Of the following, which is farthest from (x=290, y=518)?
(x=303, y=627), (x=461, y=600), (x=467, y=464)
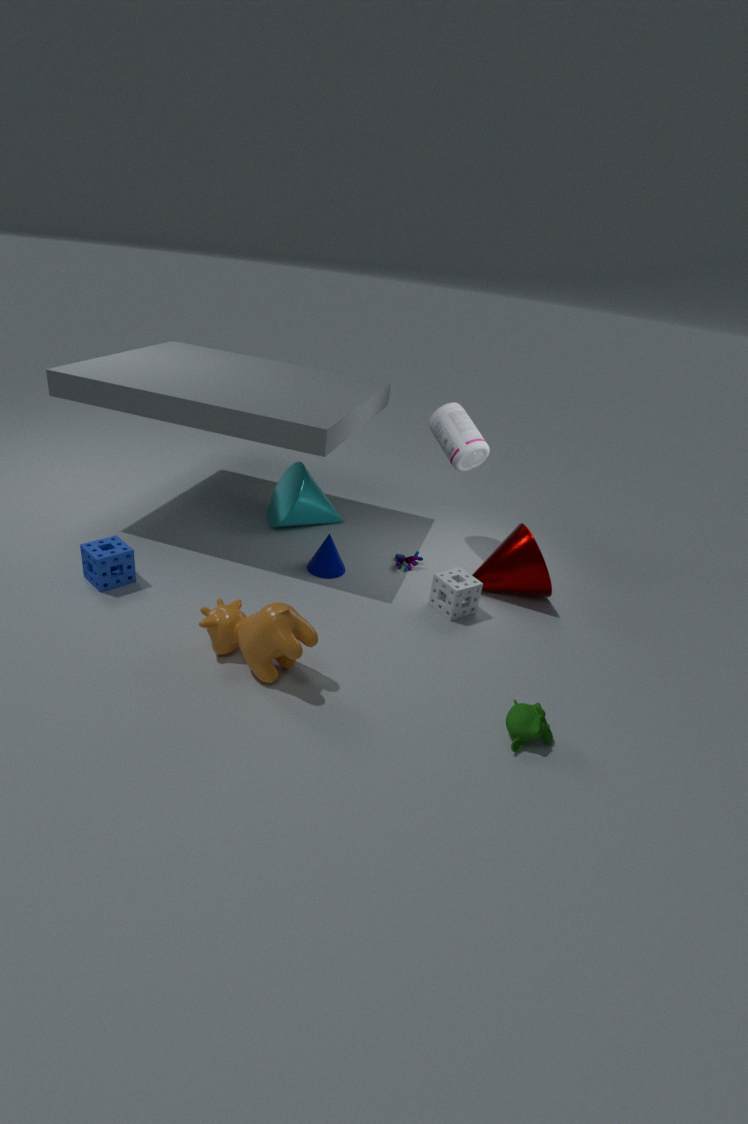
(x=303, y=627)
